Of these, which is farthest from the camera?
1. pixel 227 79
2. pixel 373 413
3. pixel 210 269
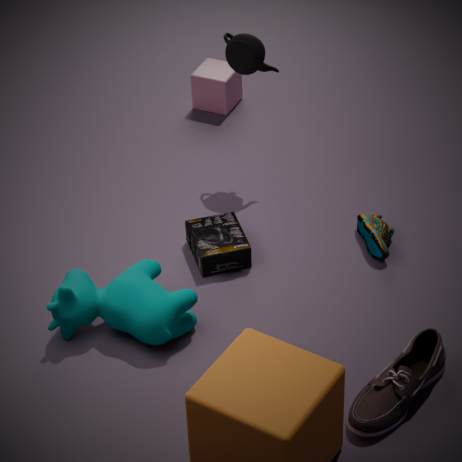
pixel 227 79
